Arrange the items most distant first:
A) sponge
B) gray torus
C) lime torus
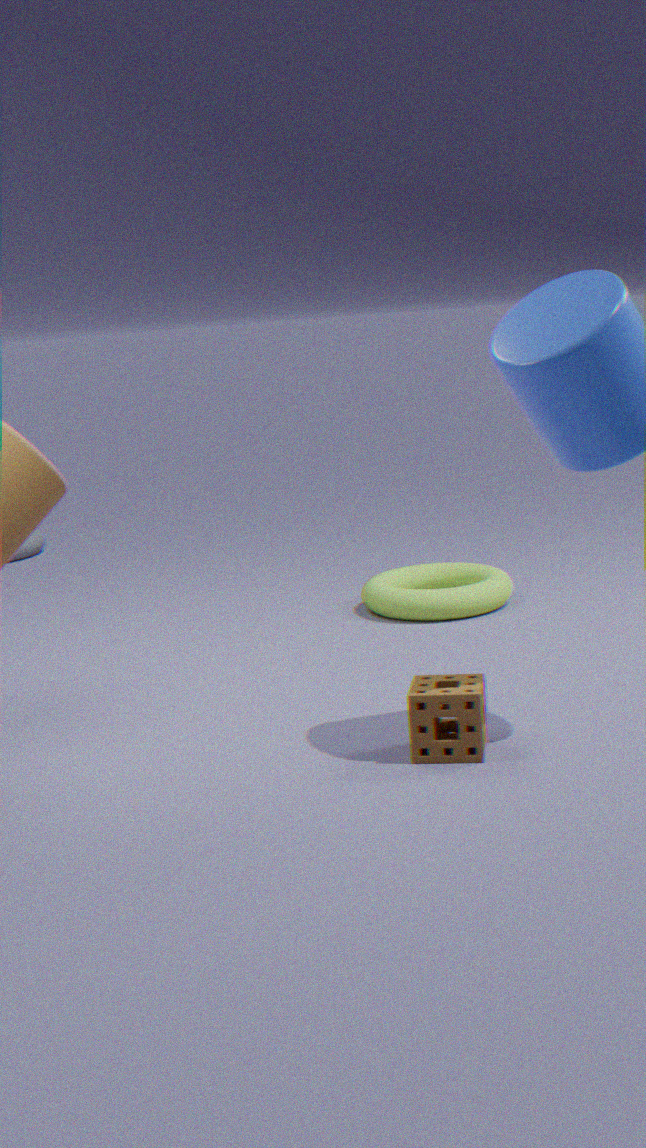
1. gray torus
2. lime torus
3. sponge
